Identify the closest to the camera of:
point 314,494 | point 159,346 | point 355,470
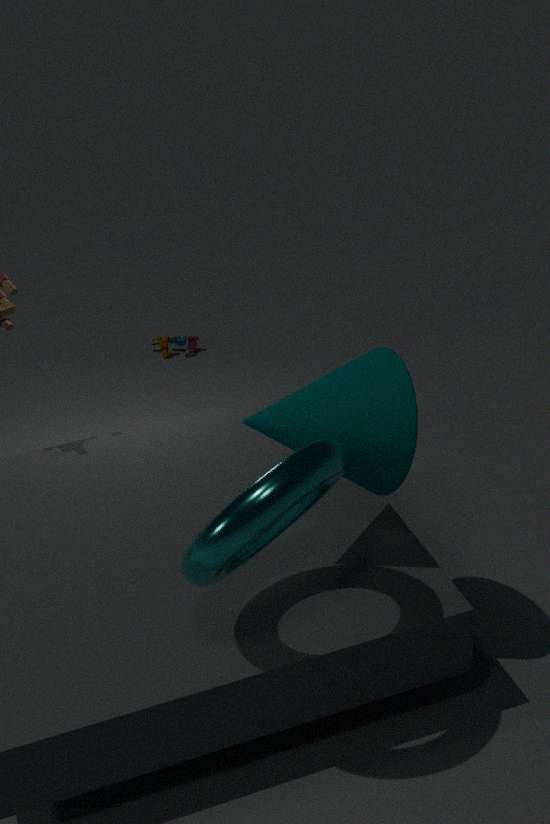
point 314,494
